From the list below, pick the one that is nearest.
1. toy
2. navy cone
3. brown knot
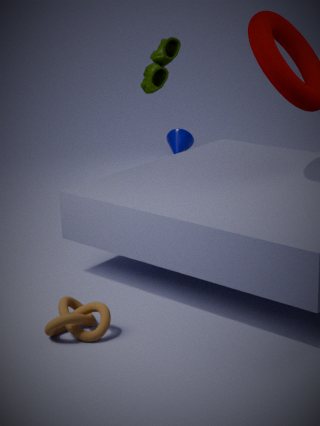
brown knot
